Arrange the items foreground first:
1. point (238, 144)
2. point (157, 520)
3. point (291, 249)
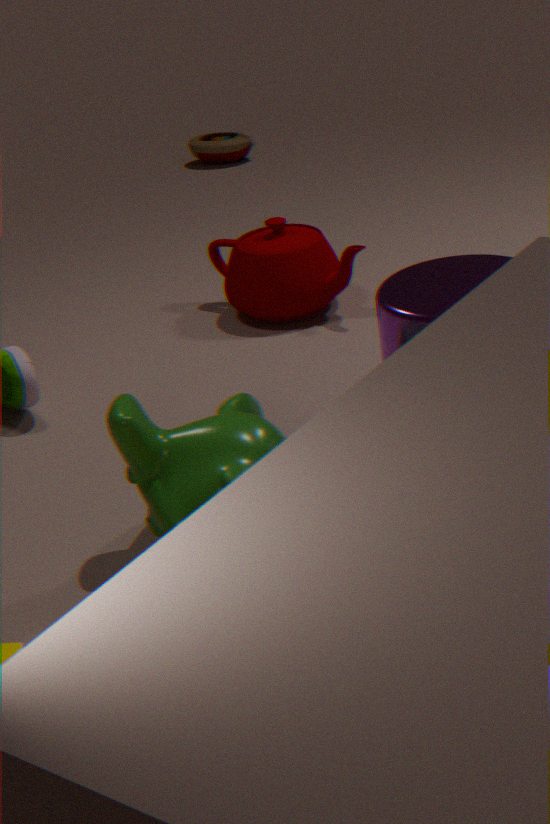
point (157, 520)
point (291, 249)
point (238, 144)
